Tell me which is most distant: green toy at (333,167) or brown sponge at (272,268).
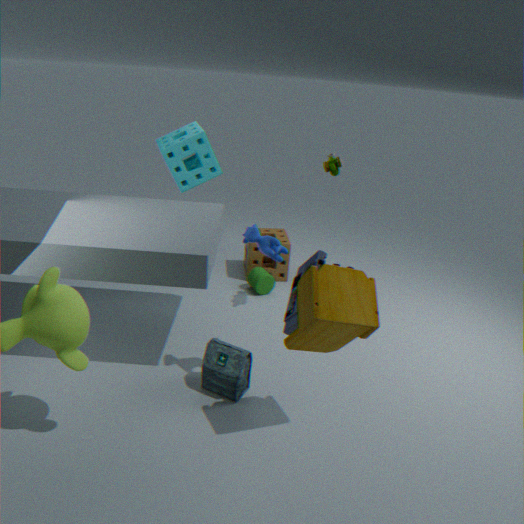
brown sponge at (272,268)
